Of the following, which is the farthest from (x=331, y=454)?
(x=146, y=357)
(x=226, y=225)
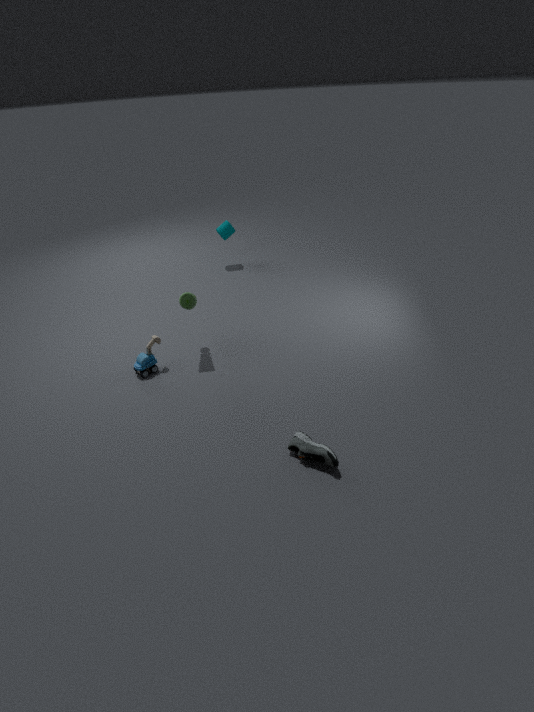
(x=226, y=225)
